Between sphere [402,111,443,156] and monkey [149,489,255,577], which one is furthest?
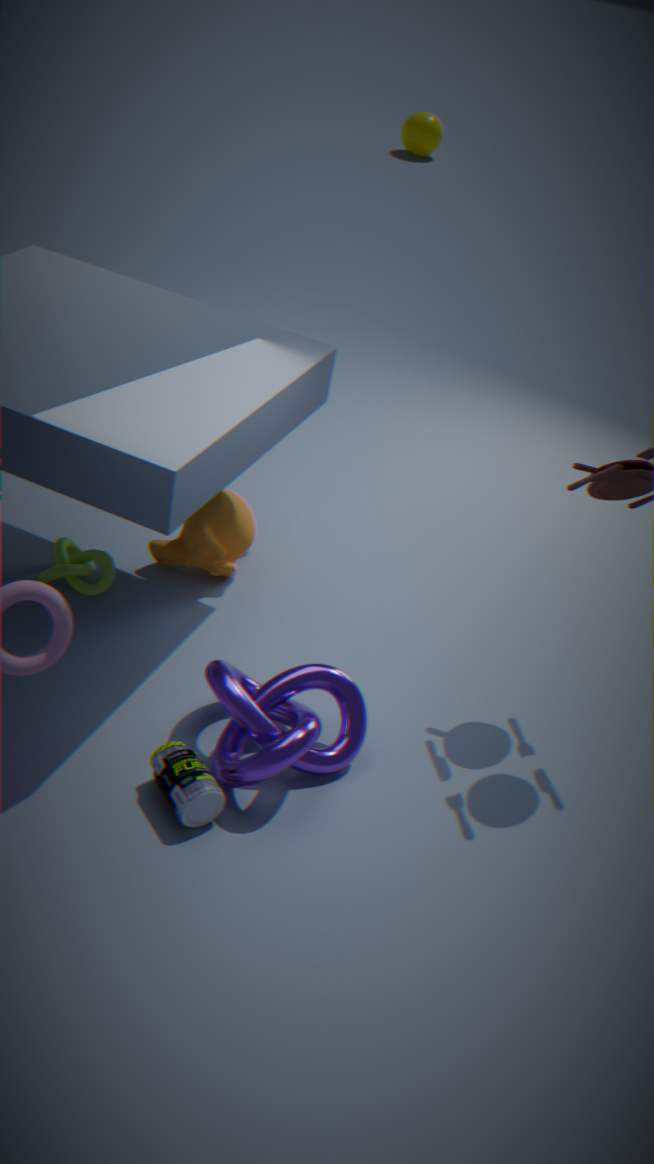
sphere [402,111,443,156]
